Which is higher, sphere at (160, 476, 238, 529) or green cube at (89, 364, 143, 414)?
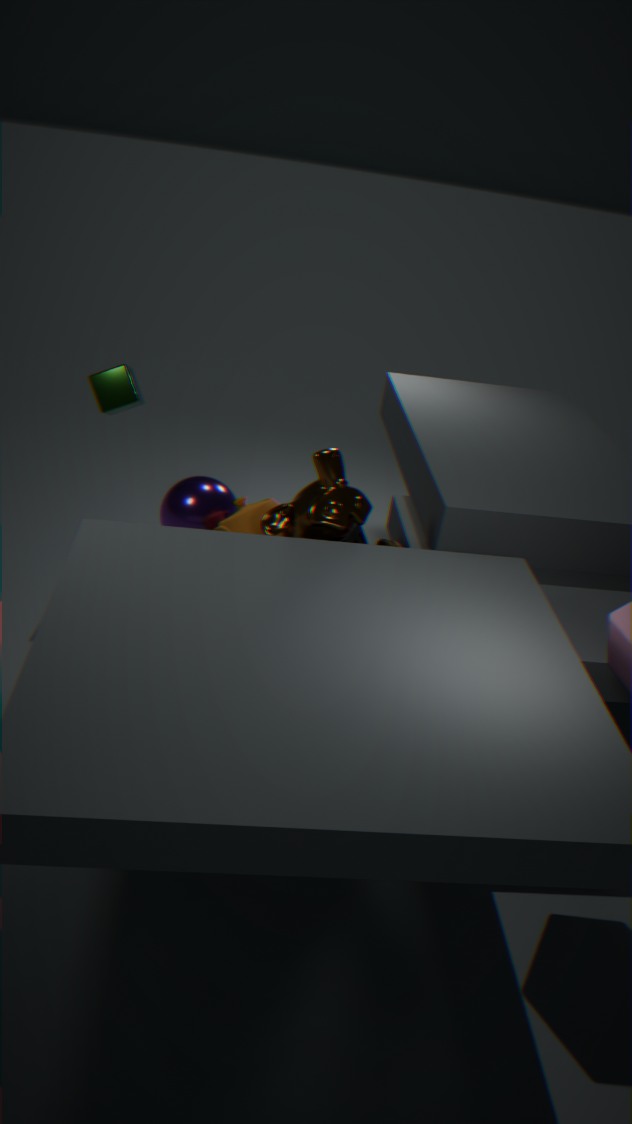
green cube at (89, 364, 143, 414)
